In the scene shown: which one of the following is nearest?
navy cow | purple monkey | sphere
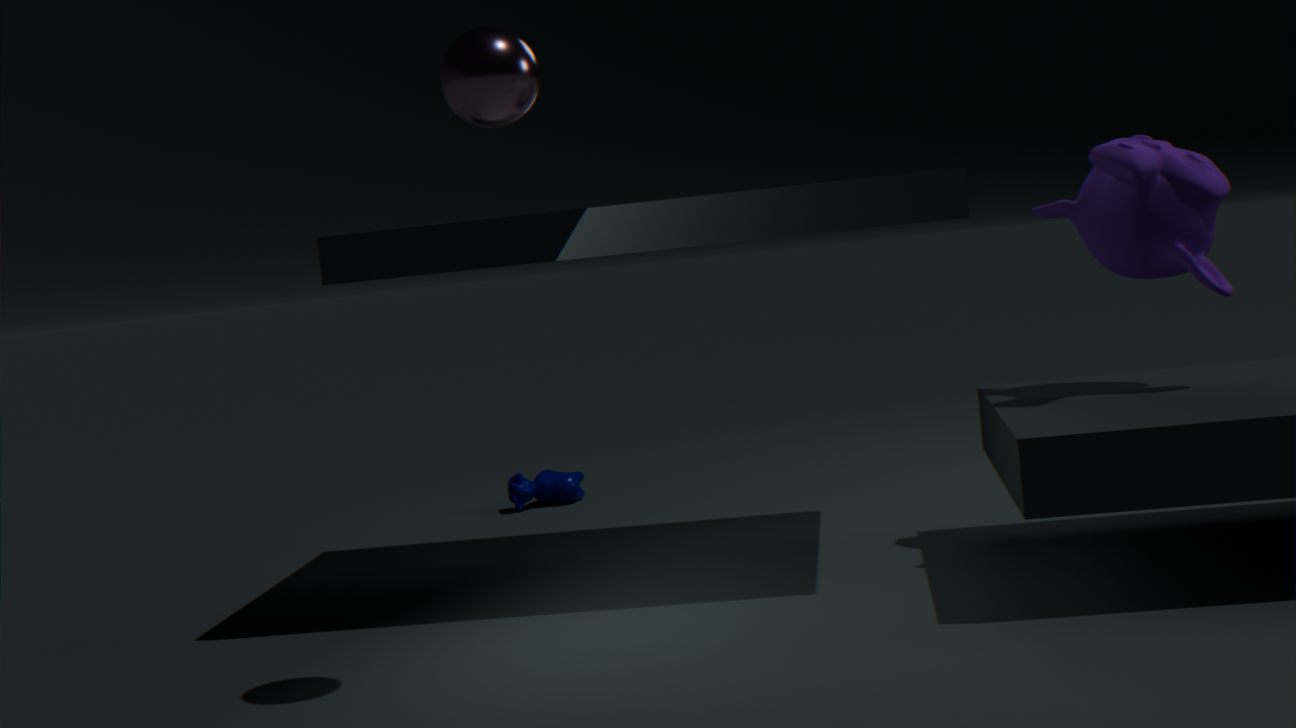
sphere
